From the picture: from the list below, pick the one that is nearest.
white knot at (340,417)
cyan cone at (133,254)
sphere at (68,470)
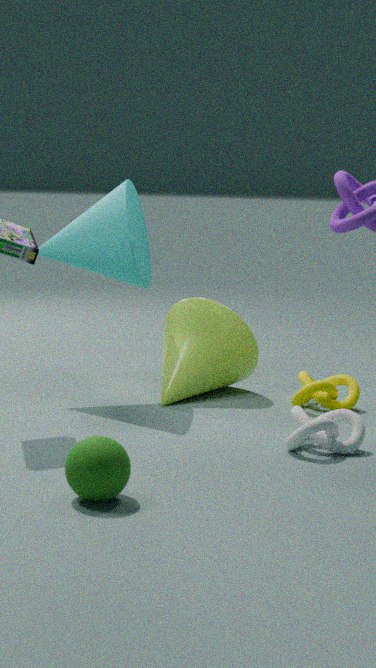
sphere at (68,470)
